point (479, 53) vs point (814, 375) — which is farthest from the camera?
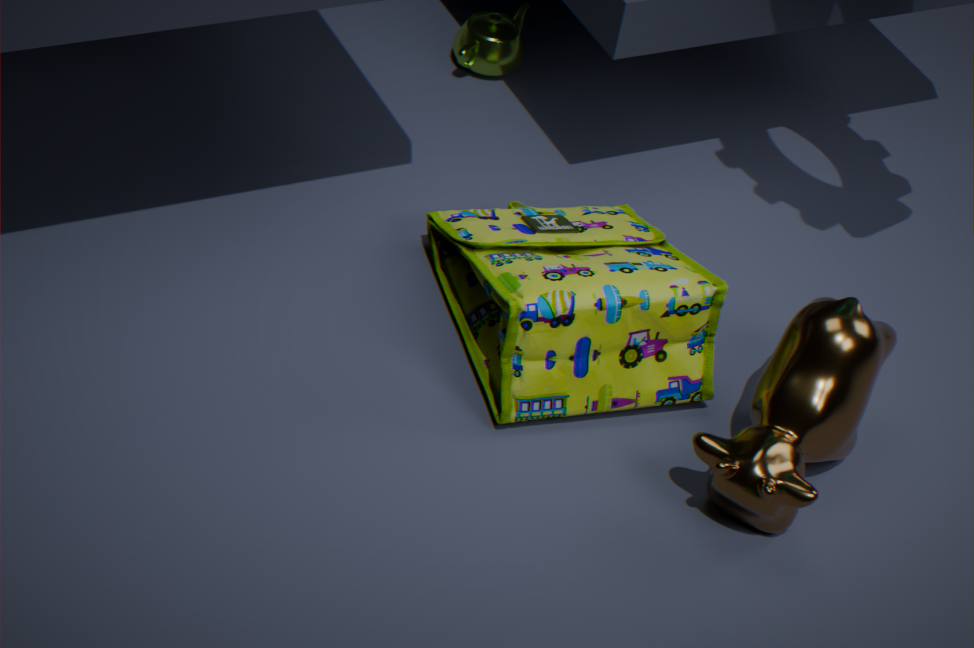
point (479, 53)
